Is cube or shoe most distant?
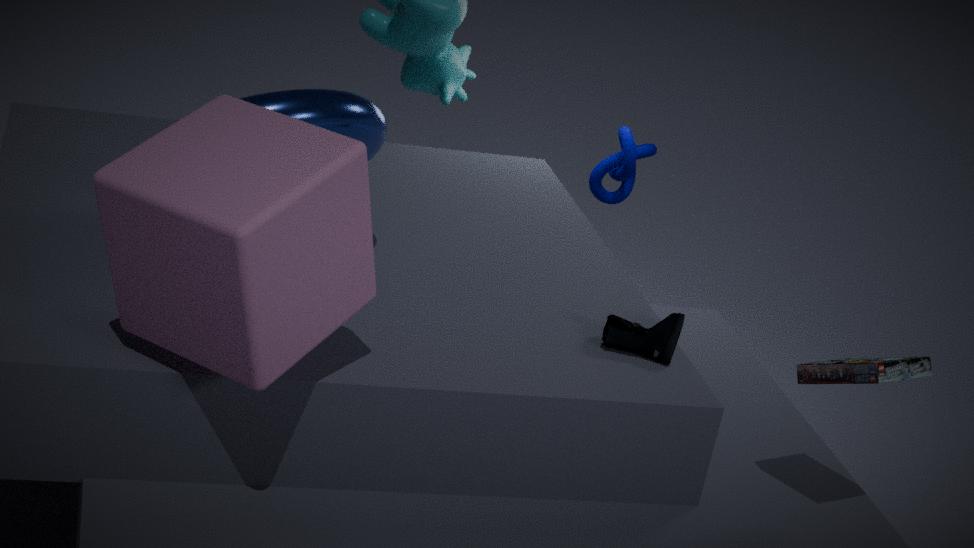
shoe
